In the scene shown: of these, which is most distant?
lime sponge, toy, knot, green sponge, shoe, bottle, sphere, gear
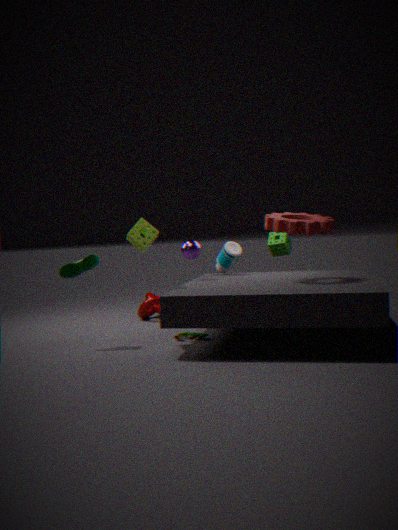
green sponge
